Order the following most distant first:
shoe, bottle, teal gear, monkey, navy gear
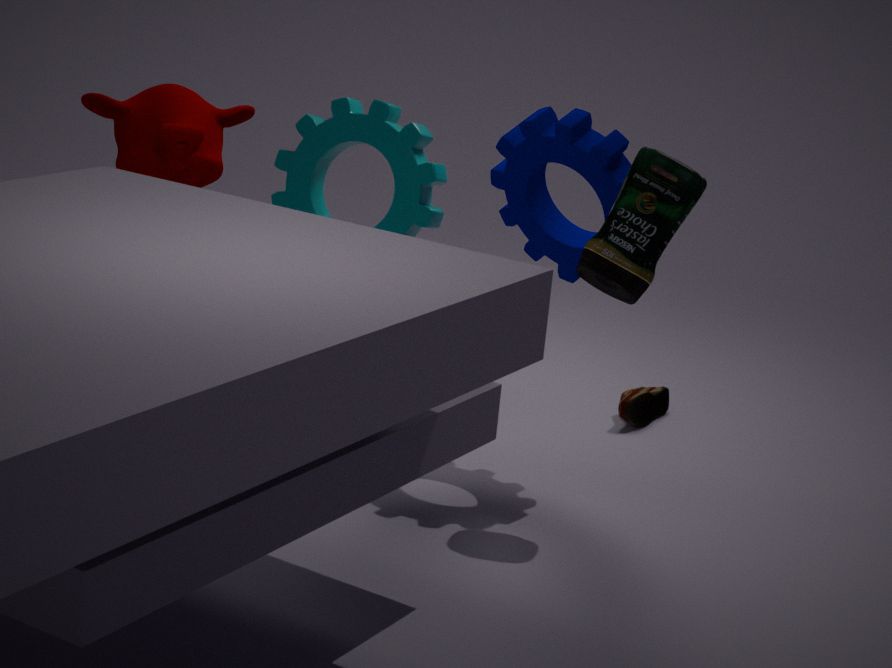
shoe < teal gear < monkey < navy gear < bottle
